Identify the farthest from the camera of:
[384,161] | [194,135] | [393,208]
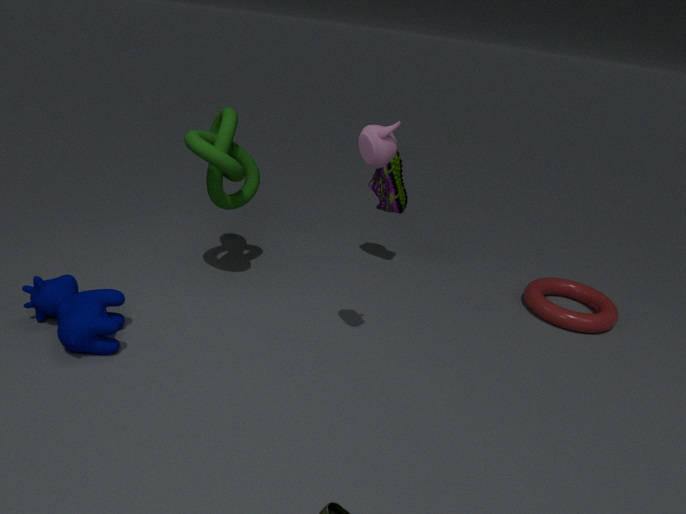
[393,208]
